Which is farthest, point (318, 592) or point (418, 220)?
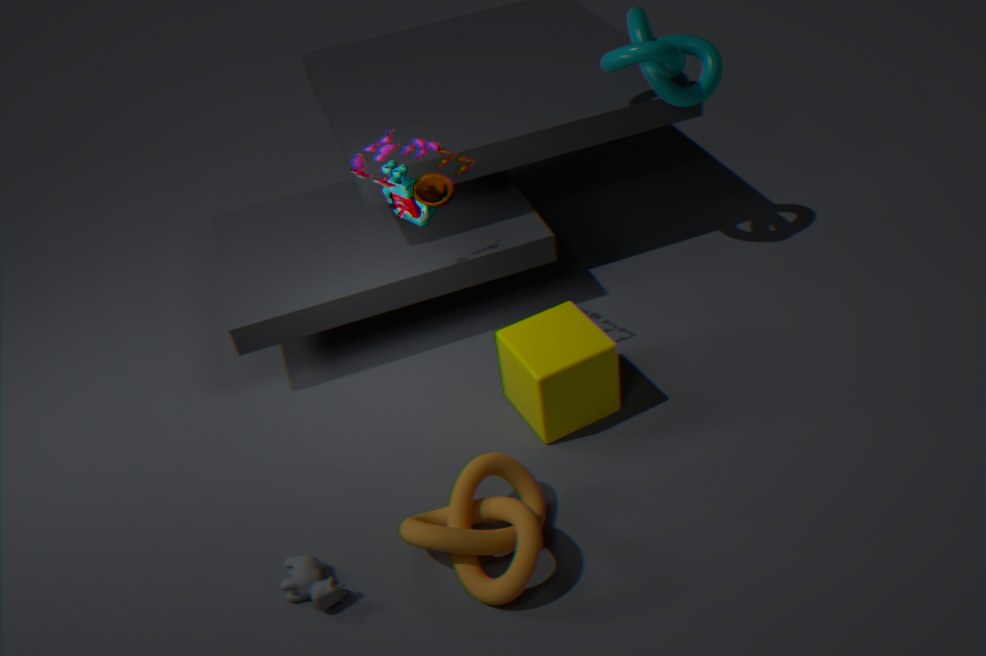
point (418, 220)
